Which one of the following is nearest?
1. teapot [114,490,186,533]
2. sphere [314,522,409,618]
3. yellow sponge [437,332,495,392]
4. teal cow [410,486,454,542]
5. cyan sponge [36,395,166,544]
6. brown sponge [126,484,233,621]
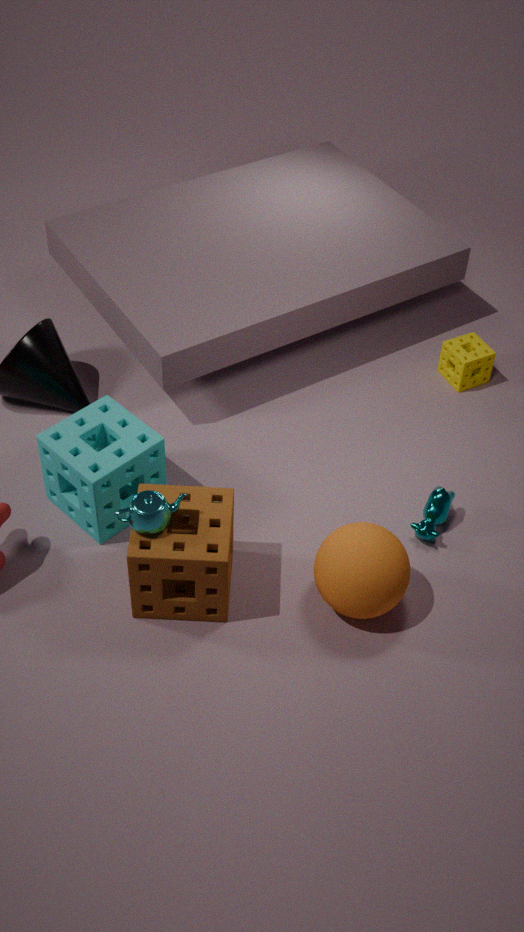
teapot [114,490,186,533]
